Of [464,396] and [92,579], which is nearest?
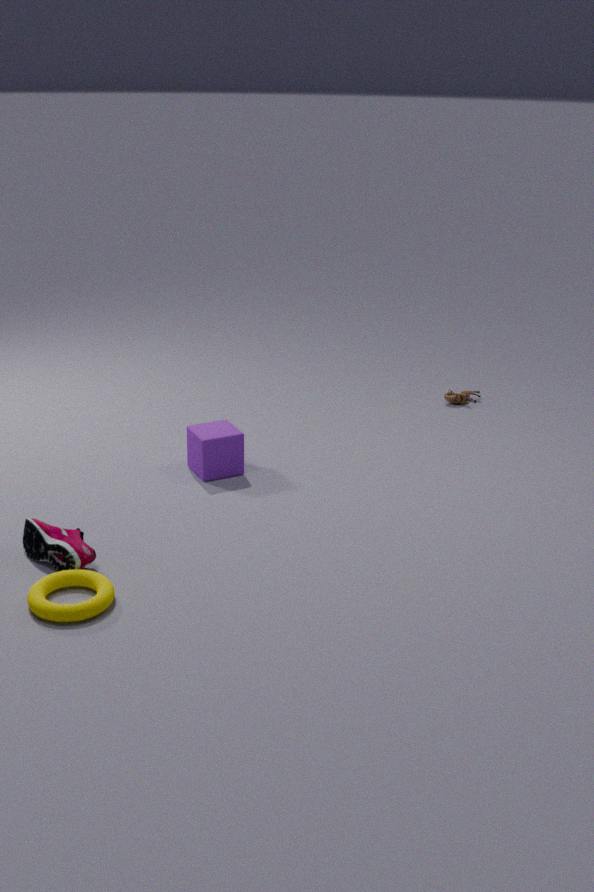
[92,579]
